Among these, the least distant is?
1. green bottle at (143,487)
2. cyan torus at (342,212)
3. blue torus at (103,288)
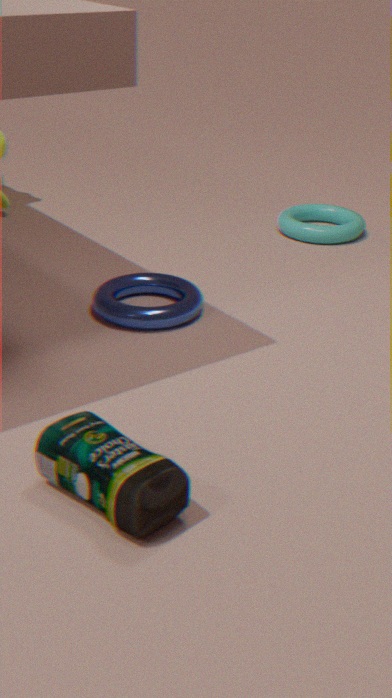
green bottle at (143,487)
